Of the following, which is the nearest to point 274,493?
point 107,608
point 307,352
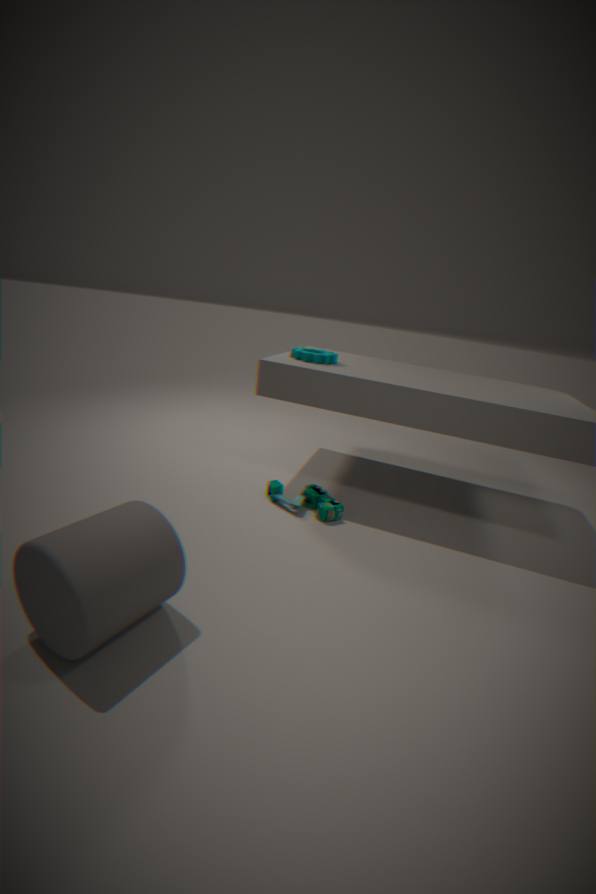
point 307,352
